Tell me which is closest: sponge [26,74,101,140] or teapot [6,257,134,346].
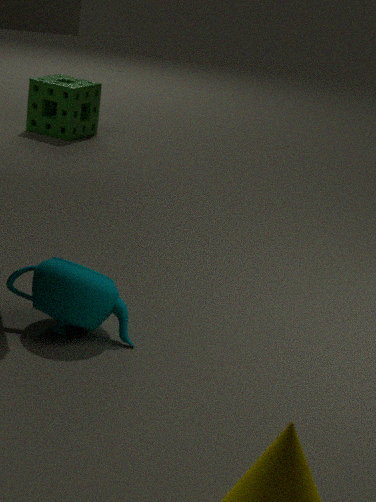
teapot [6,257,134,346]
